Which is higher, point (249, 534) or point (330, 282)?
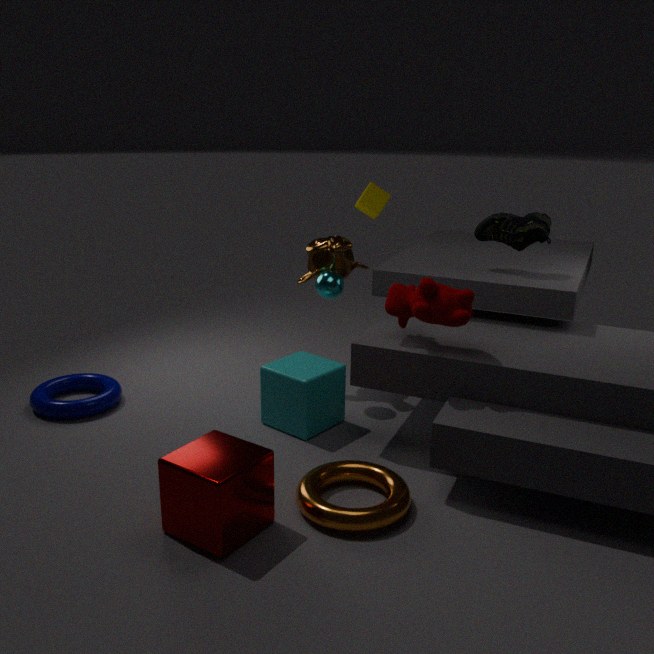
point (330, 282)
